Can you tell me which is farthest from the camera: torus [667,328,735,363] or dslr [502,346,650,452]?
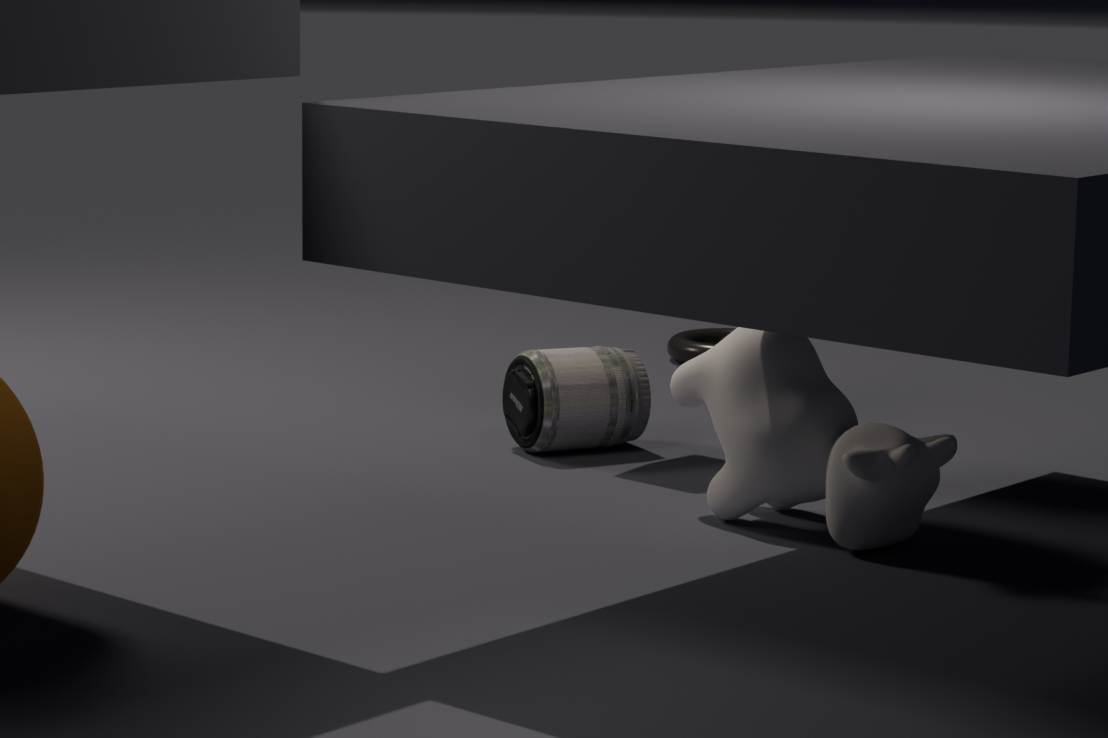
torus [667,328,735,363]
